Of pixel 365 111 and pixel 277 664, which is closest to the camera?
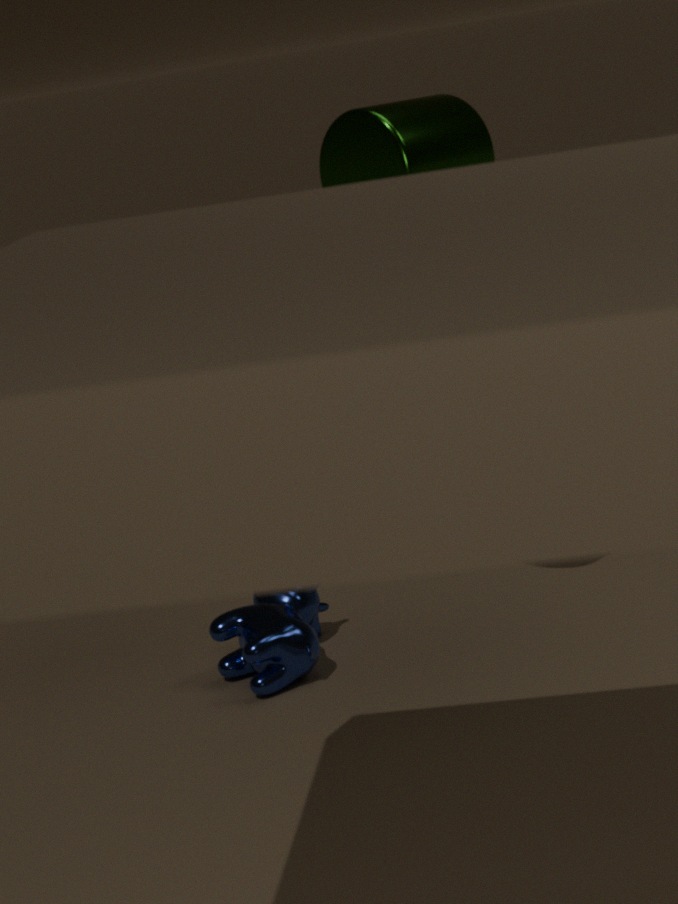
pixel 365 111
